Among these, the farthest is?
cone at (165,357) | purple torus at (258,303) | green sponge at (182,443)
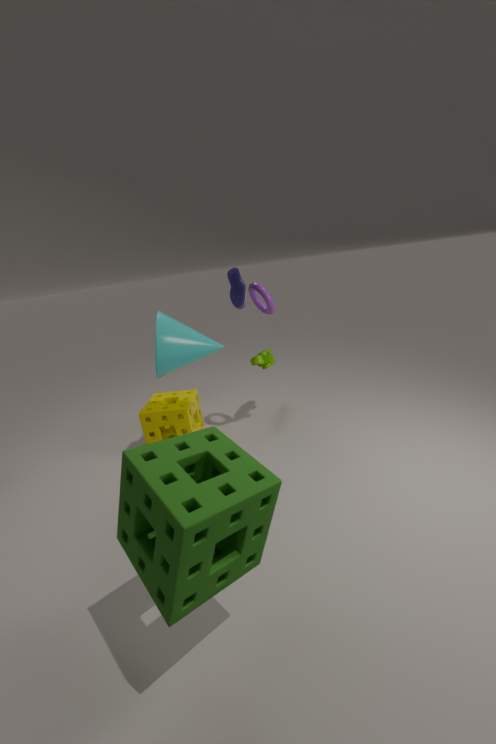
purple torus at (258,303)
